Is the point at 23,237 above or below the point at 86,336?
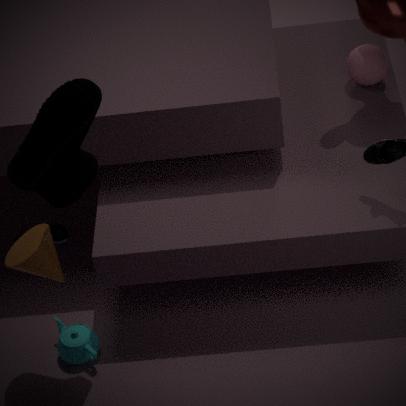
above
